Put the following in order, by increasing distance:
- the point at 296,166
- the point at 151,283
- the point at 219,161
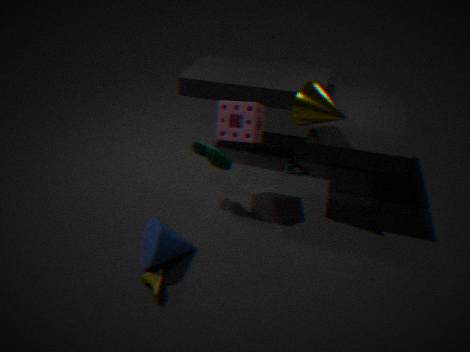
the point at 151,283 < the point at 219,161 < the point at 296,166
